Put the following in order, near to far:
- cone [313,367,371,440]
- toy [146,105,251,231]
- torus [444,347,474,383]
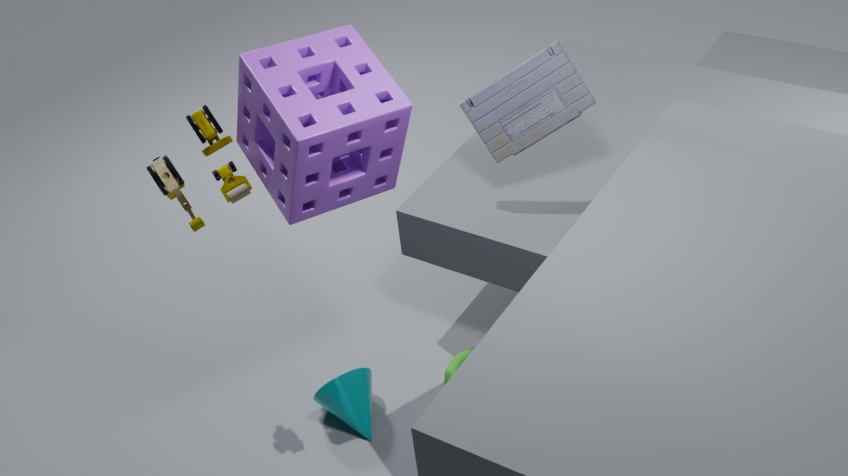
toy [146,105,251,231] → cone [313,367,371,440] → torus [444,347,474,383]
